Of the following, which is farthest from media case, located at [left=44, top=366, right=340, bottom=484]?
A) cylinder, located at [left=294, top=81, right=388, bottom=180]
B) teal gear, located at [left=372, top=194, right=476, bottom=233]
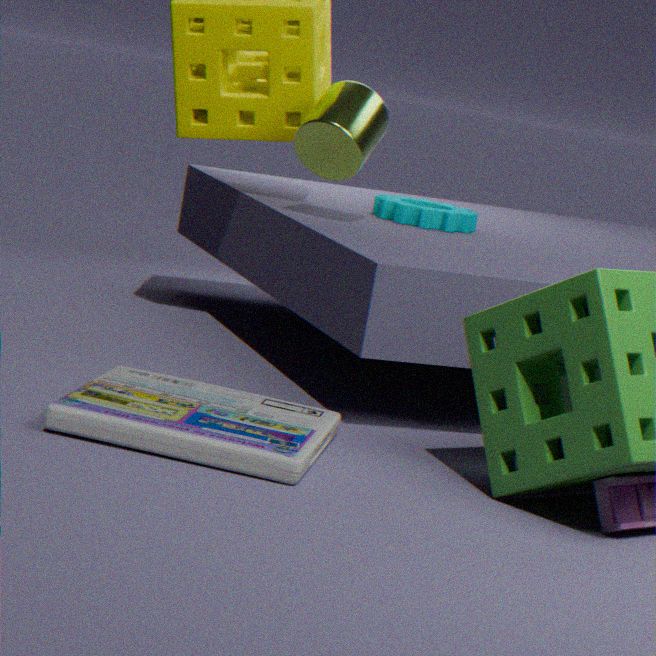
teal gear, located at [left=372, top=194, right=476, bottom=233]
